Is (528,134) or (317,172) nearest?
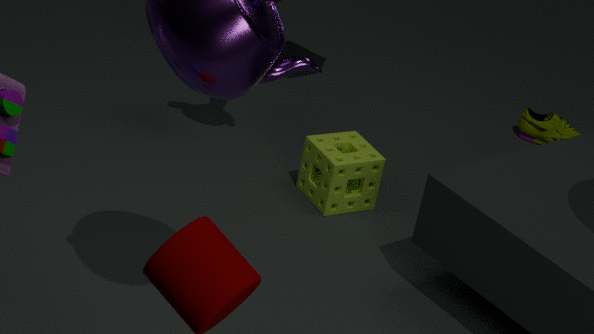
(317,172)
